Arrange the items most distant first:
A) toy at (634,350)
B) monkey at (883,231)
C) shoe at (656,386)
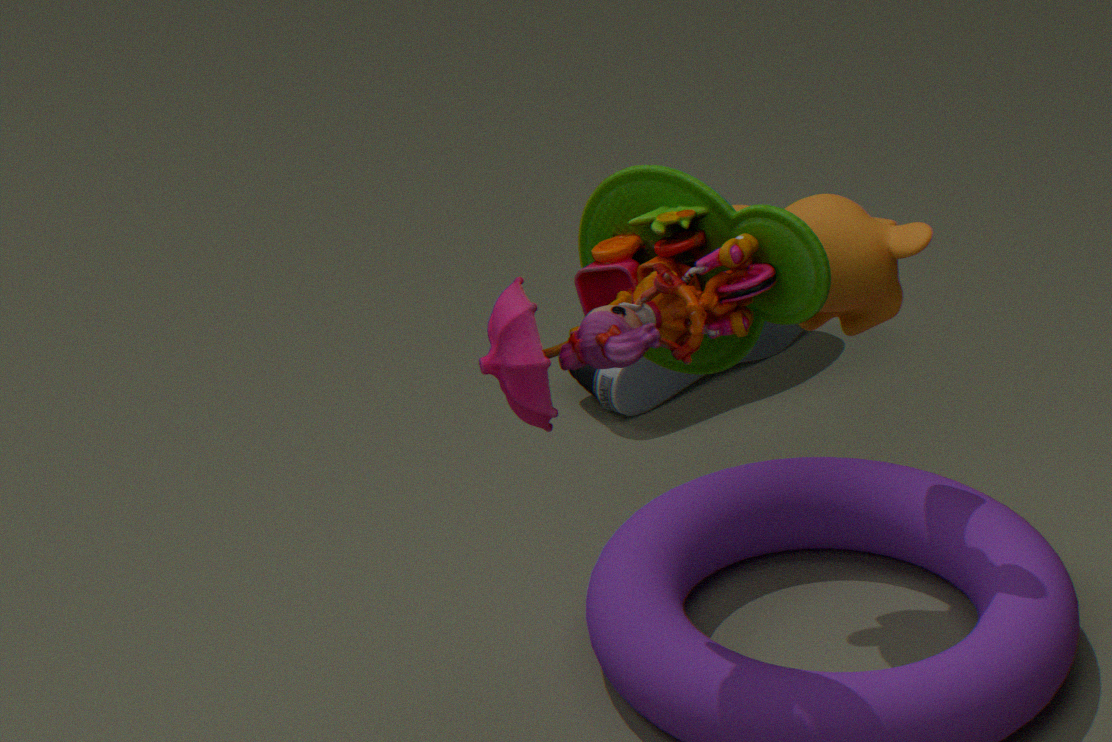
shoe at (656,386), monkey at (883,231), toy at (634,350)
